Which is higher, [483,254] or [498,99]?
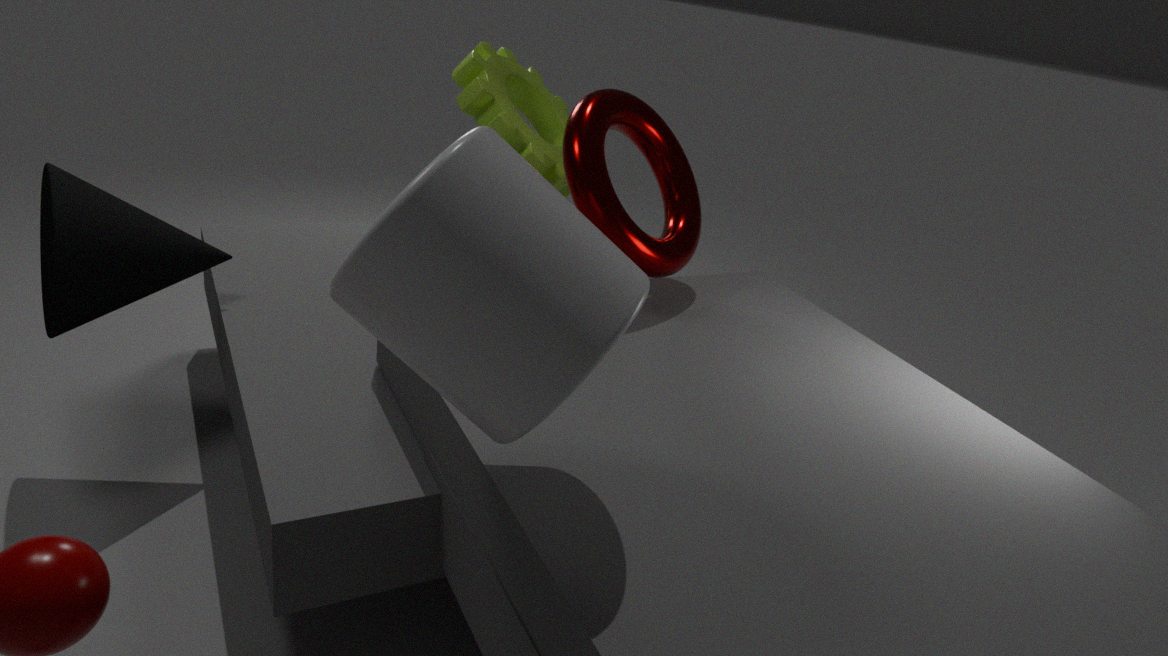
[483,254]
